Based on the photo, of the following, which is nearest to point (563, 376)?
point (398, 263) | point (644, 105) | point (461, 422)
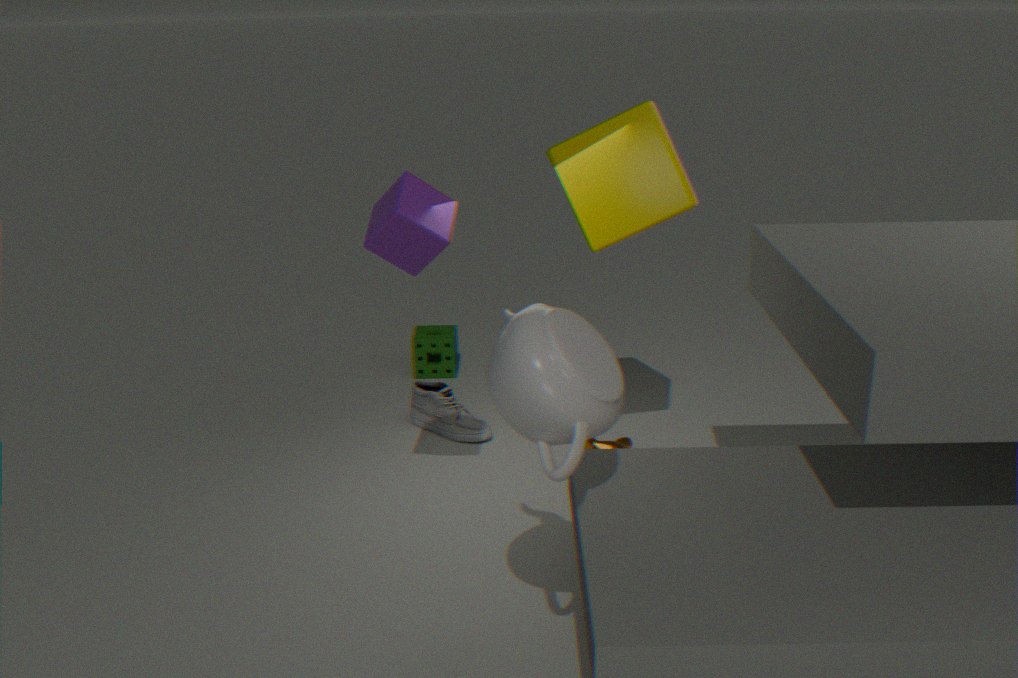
point (398, 263)
